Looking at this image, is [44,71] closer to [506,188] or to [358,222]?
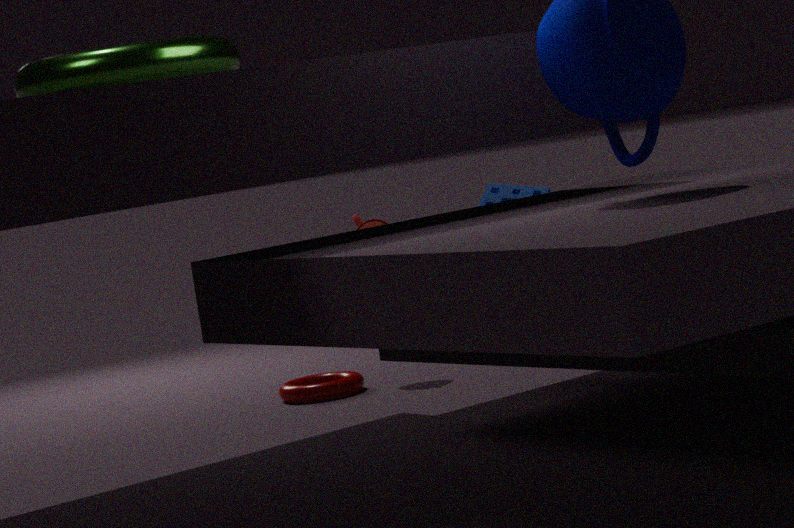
[506,188]
